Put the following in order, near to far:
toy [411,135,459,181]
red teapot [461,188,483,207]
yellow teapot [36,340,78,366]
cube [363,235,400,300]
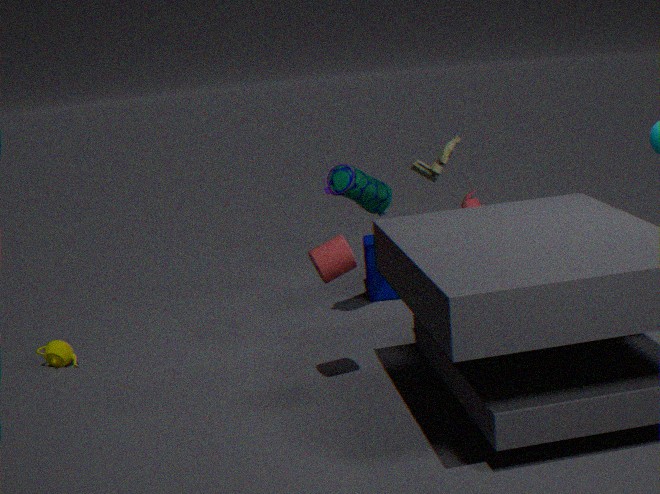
yellow teapot [36,340,78,366] < toy [411,135,459,181] < red teapot [461,188,483,207] < cube [363,235,400,300]
